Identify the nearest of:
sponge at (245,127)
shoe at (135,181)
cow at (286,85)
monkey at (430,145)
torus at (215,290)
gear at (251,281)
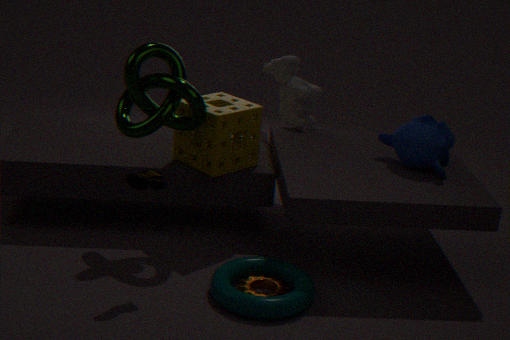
shoe at (135,181)
